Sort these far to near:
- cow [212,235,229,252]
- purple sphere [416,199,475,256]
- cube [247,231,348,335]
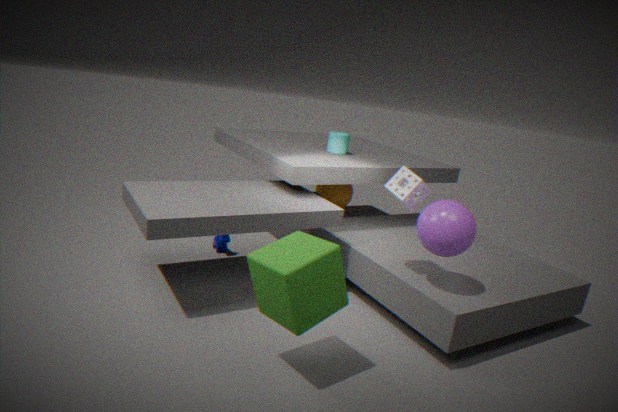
cow [212,235,229,252] < purple sphere [416,199,475,256] < cube [247,231,348,335]
